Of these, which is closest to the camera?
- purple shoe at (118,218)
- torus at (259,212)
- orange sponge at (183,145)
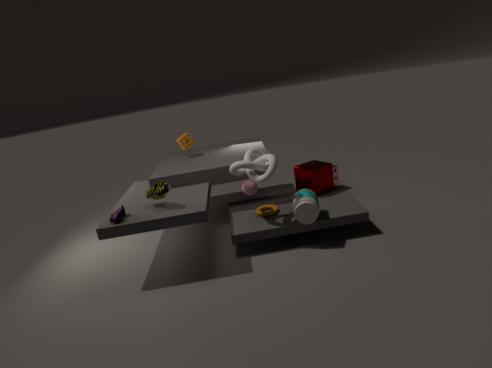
purple shoe at (118,218)
